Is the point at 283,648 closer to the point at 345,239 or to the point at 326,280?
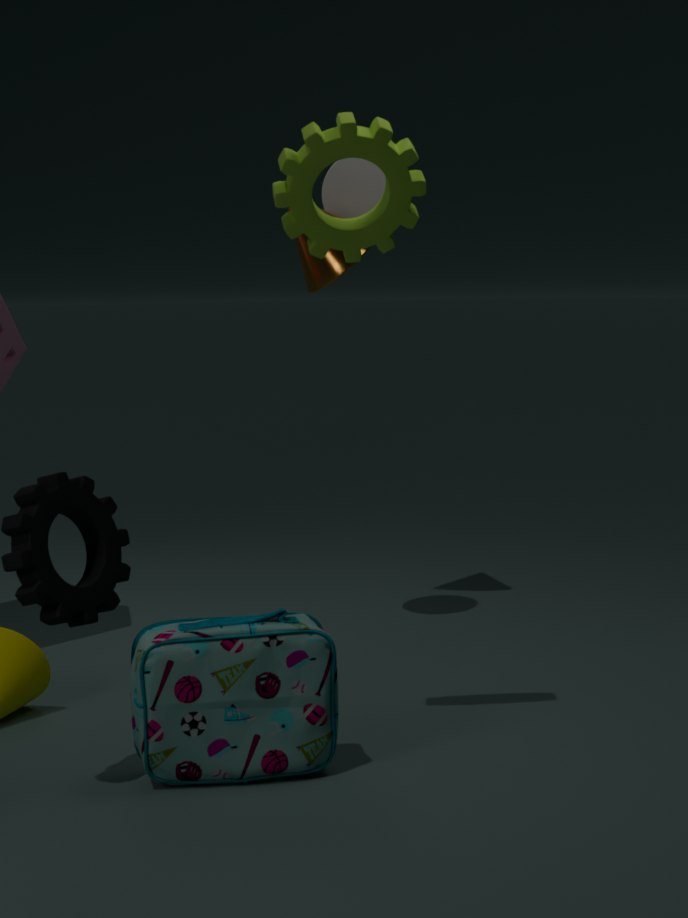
the point at 345,239
